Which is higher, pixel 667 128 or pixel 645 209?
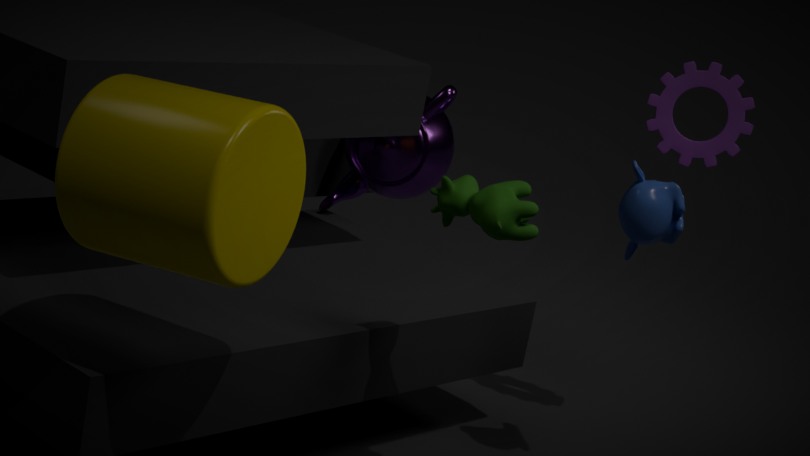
pixel 667 128
